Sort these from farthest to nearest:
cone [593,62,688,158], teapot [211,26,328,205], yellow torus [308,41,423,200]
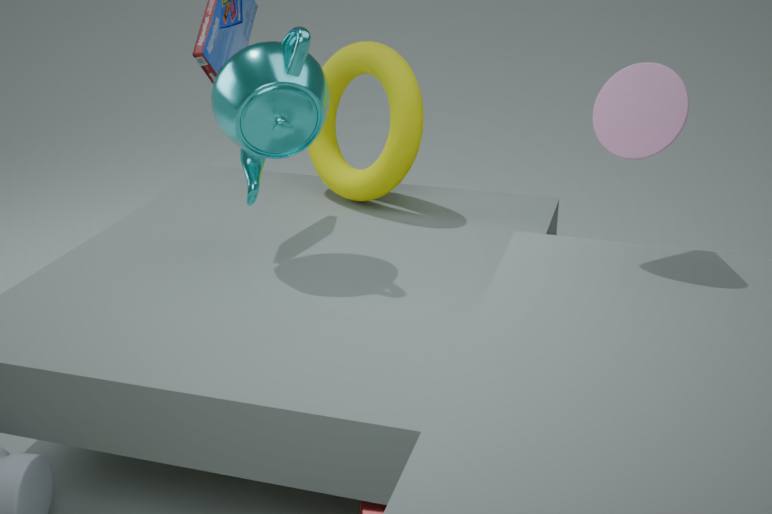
yellow torus [308,41,423,200]
teapot [211,26,328,205]
cone [593,62,688,158]
